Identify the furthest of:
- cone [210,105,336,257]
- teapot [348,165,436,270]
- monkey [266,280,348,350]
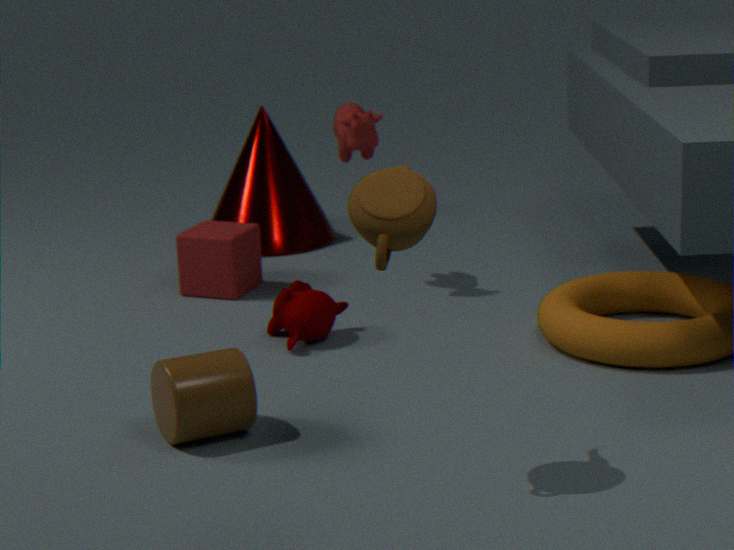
cone [210,105,336,257]
